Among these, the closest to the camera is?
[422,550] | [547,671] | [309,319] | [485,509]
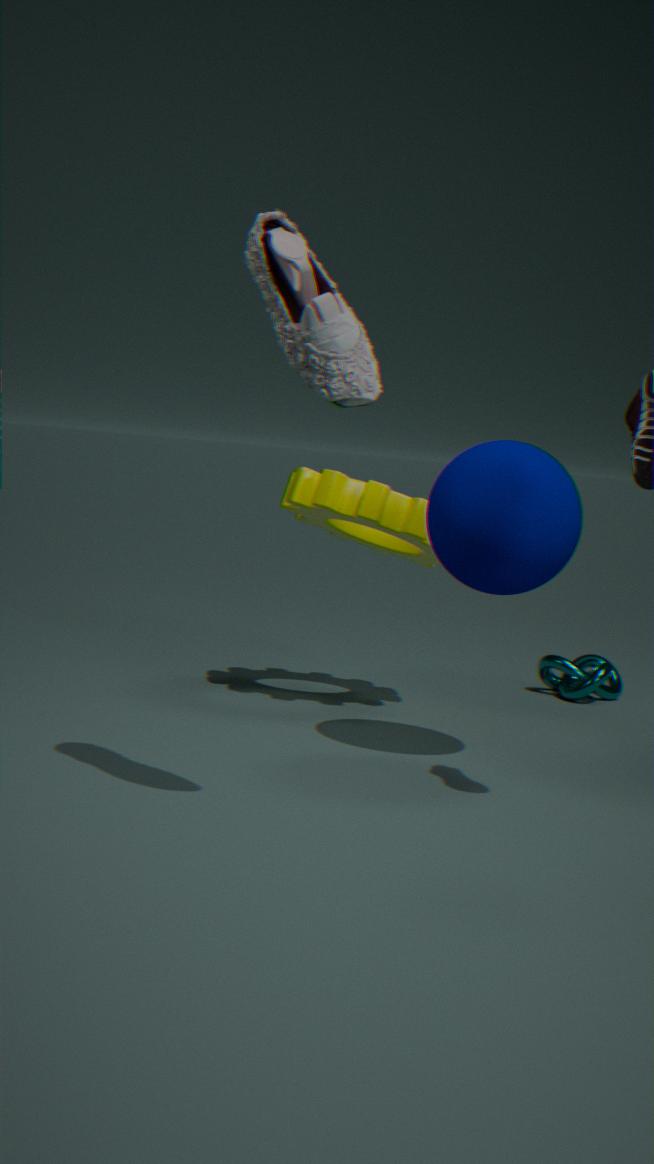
[309,319]
